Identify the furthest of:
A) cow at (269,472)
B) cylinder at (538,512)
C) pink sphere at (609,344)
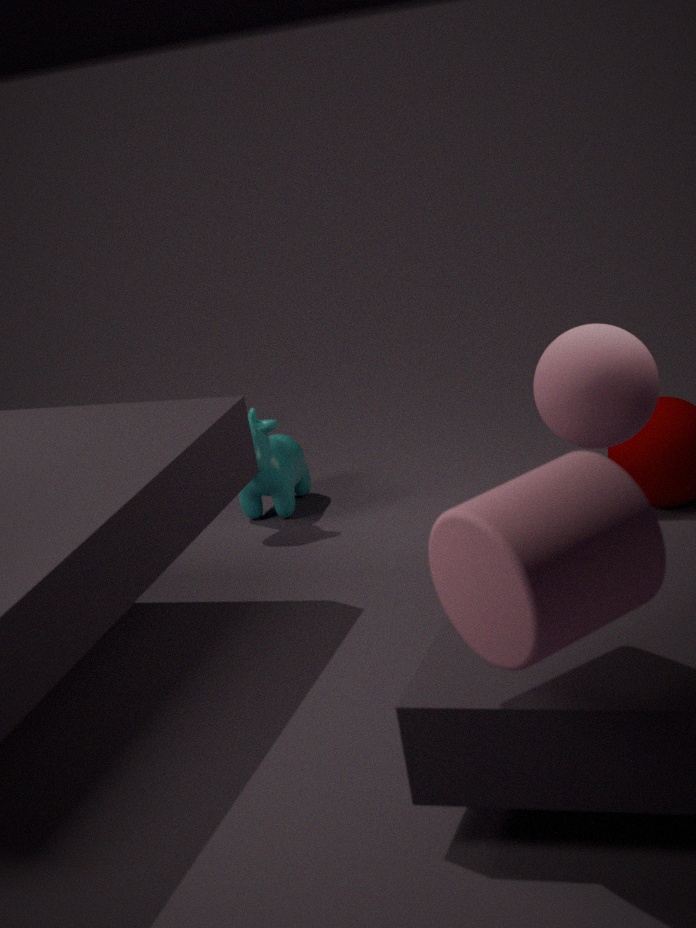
cow at (269,472)
